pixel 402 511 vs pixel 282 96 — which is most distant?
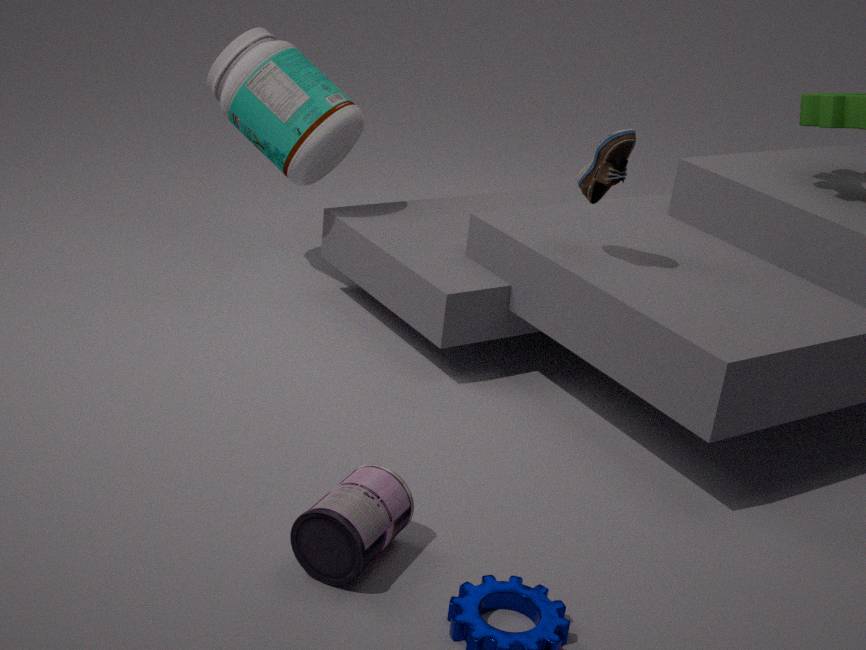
pixel 282 96
